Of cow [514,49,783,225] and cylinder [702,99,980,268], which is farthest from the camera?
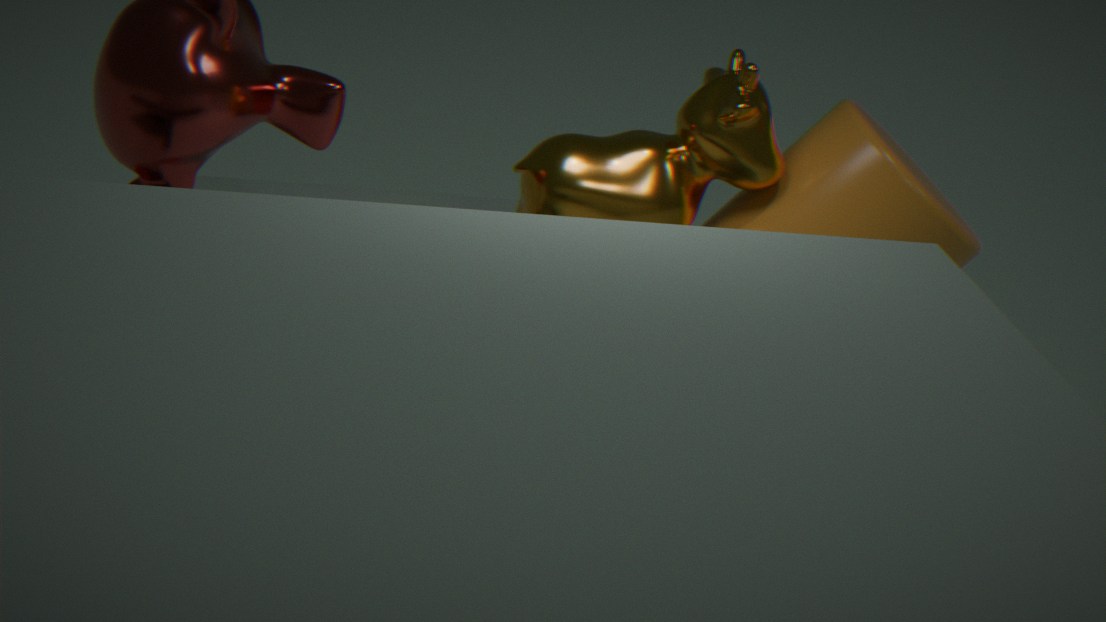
cow [514,49,783,225]
